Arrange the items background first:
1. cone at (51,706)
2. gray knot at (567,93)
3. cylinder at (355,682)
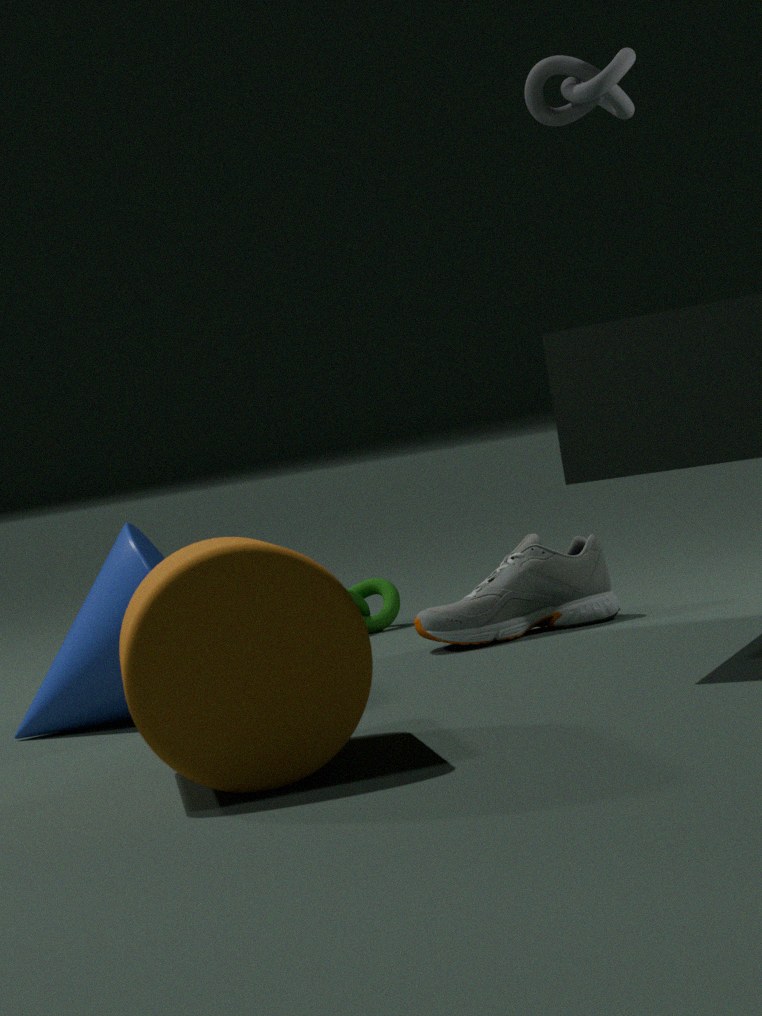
gray knot at (567,93) → cone at (51,706) → cylinder at (355,682)
